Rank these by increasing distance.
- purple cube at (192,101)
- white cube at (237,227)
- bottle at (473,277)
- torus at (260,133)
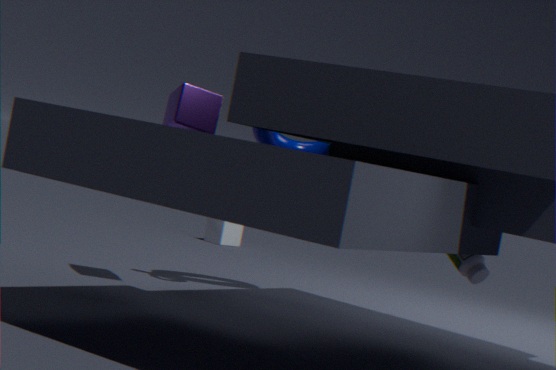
purple cube at (192,101) → bottle at (473,277) → torus at (260,133) → white cube at (237,227)
